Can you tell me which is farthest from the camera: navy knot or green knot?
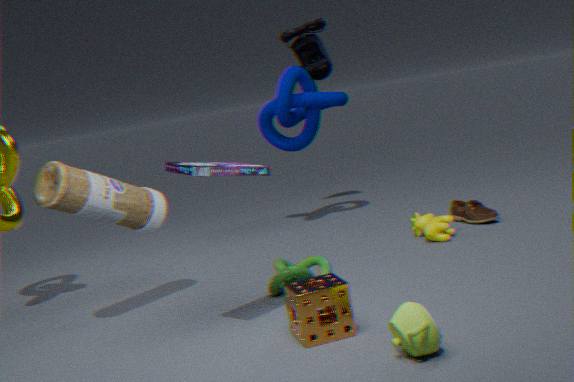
navy knot
